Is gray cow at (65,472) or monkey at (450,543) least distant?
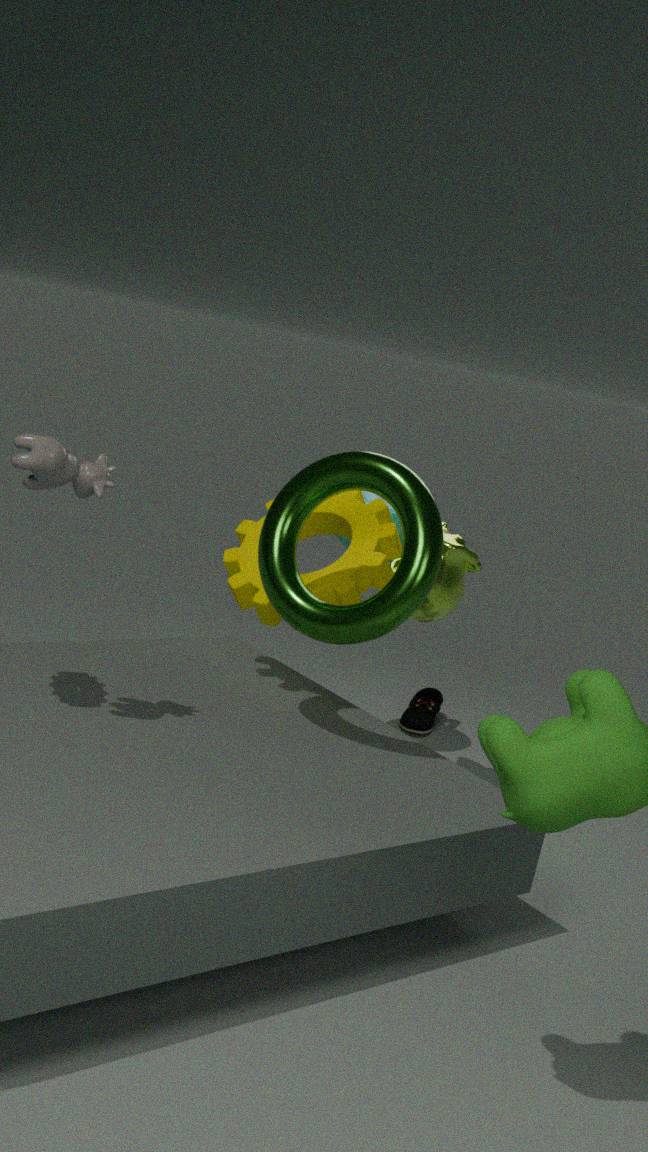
gray cow at (65,472)
